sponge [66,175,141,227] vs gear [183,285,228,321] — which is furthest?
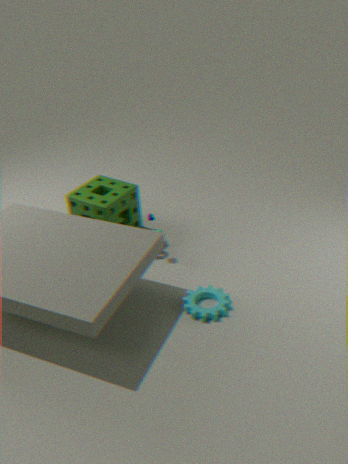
sponge [66,175,141,227]
